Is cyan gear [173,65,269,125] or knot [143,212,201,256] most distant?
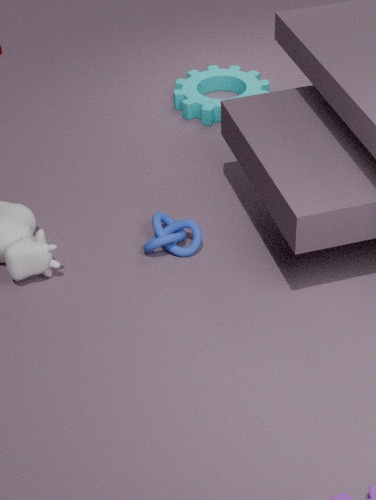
cyan gear [173,65,269,125]
